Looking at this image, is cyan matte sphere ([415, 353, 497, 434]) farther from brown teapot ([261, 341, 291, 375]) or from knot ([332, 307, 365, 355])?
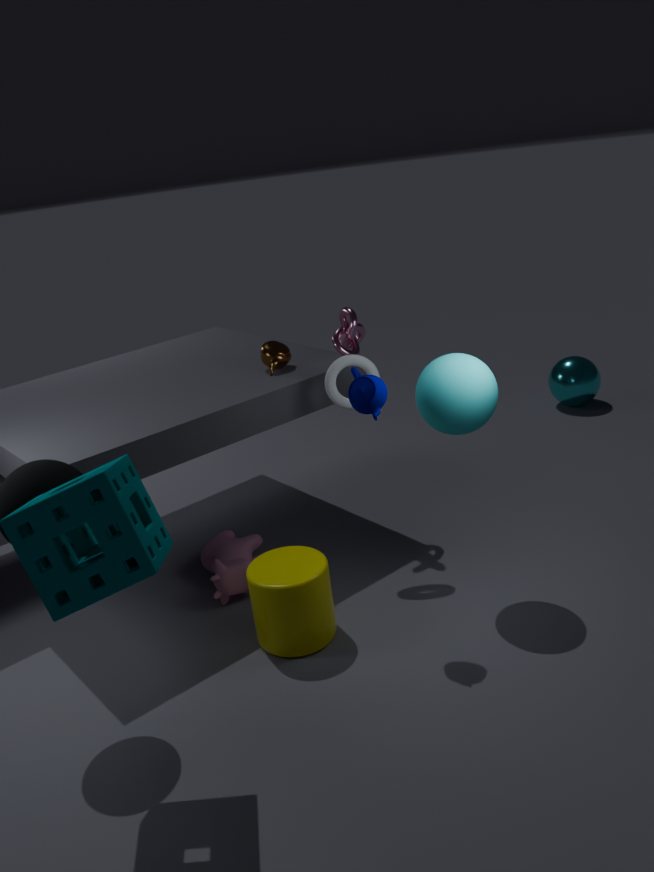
brown teapot ([261, 341, 291, 375])
